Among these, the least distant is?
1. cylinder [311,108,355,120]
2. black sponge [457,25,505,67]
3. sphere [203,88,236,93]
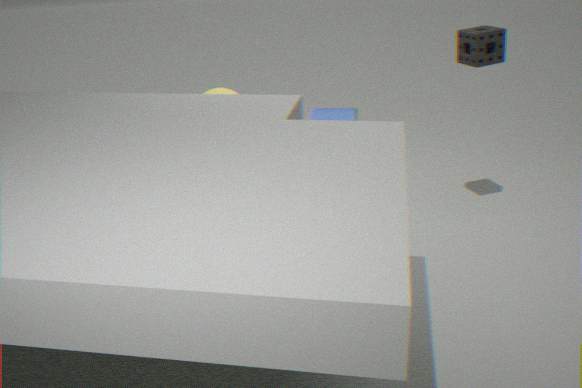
black sponge [457,25,505,67]
